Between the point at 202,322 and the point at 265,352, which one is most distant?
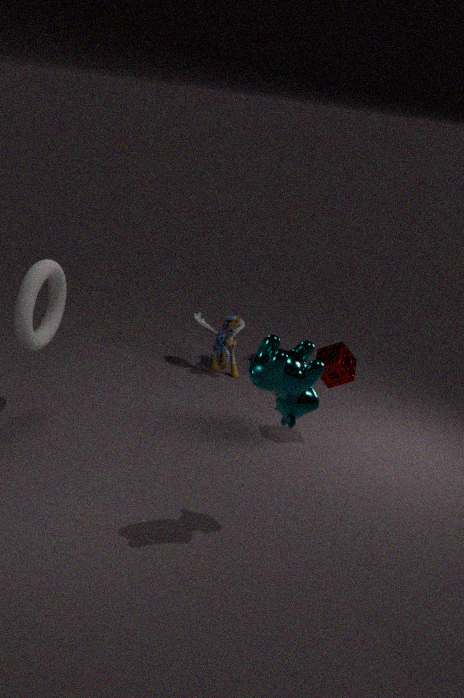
the point at 202,322
